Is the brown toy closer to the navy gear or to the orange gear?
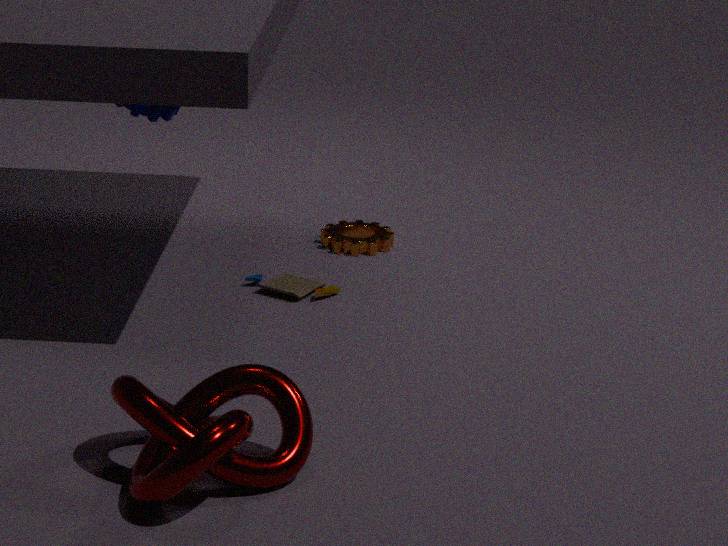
the orange gear
